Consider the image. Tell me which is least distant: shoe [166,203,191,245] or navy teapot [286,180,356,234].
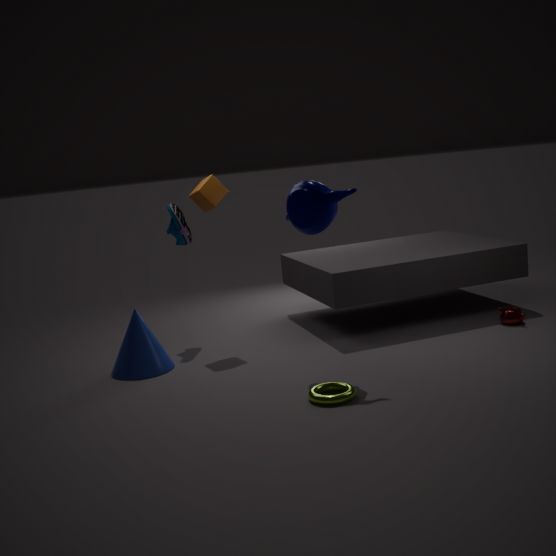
navy teapot [286,180,356,234]
